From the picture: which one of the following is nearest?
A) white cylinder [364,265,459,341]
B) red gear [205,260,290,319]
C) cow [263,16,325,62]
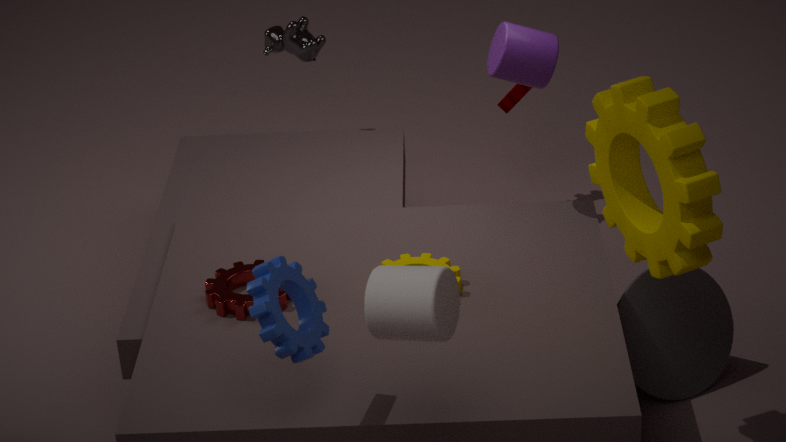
white cylinder [364,265,459,341]
